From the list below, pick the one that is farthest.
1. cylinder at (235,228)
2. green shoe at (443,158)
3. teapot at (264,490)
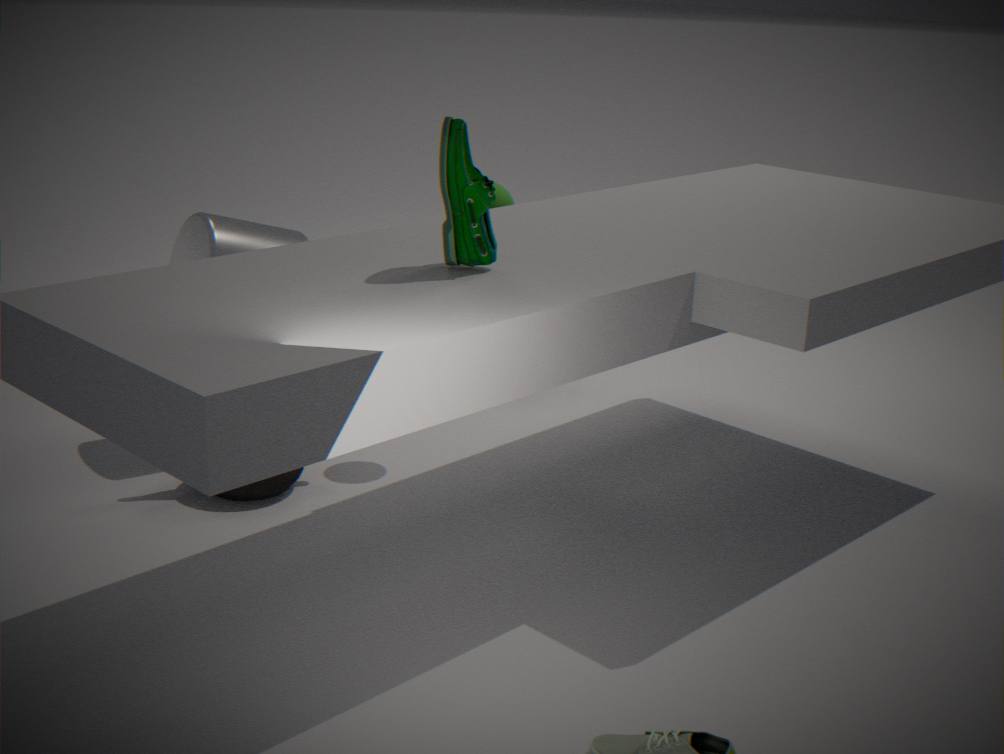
cylinder at (235,228)
